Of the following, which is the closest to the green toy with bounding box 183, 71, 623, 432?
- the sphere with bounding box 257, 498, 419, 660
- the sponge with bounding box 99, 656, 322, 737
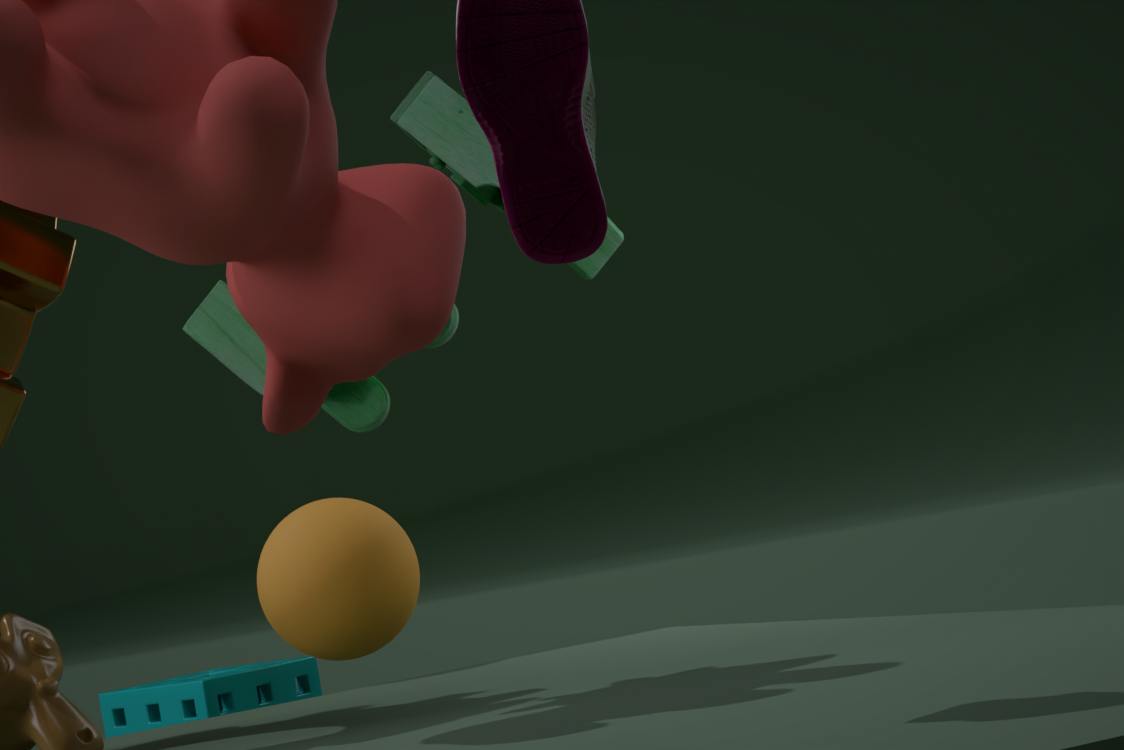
the sphere with bounding box 257, 498, 419, 660
